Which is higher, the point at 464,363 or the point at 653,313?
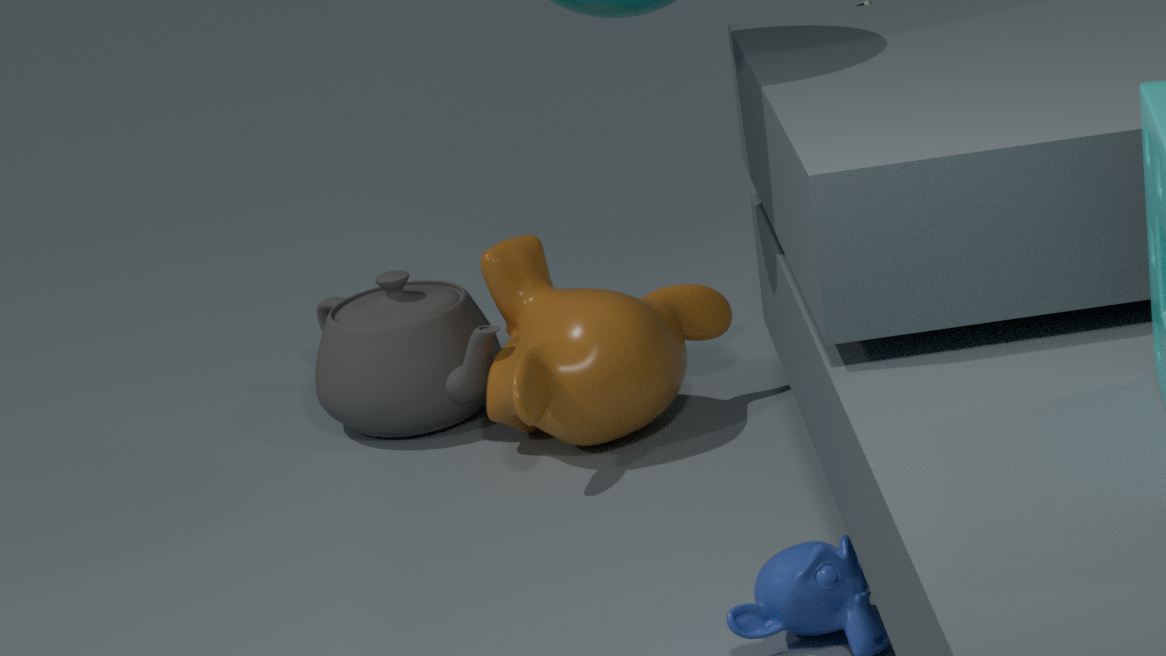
the point at 653,313
